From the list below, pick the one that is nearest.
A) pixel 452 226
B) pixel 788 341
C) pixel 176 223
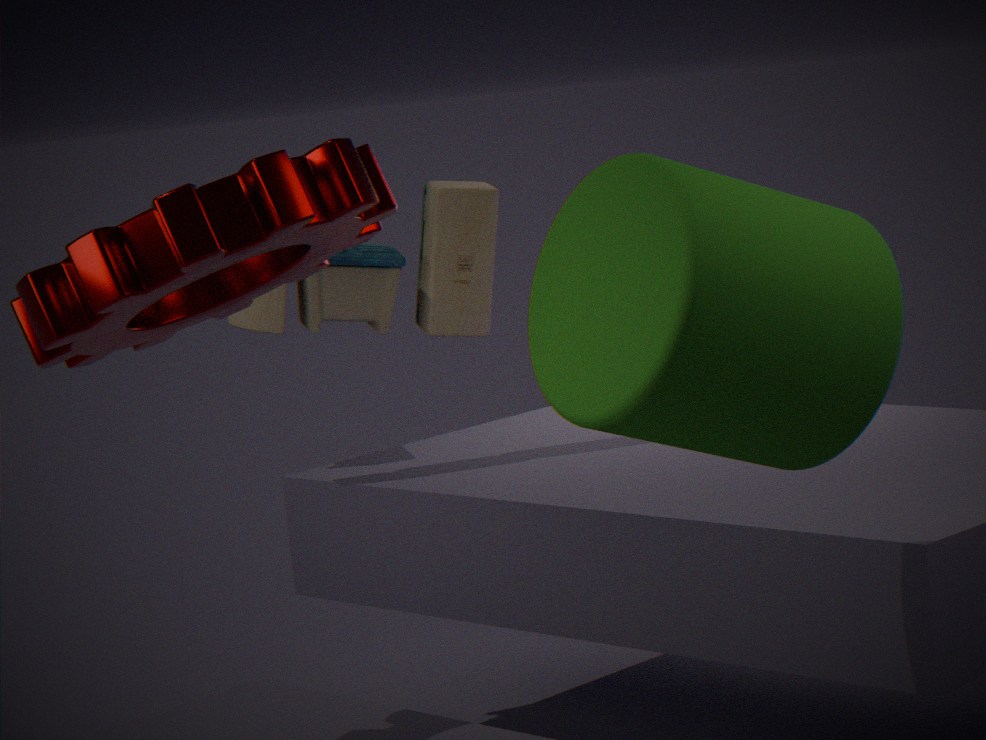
pixel 788 341
